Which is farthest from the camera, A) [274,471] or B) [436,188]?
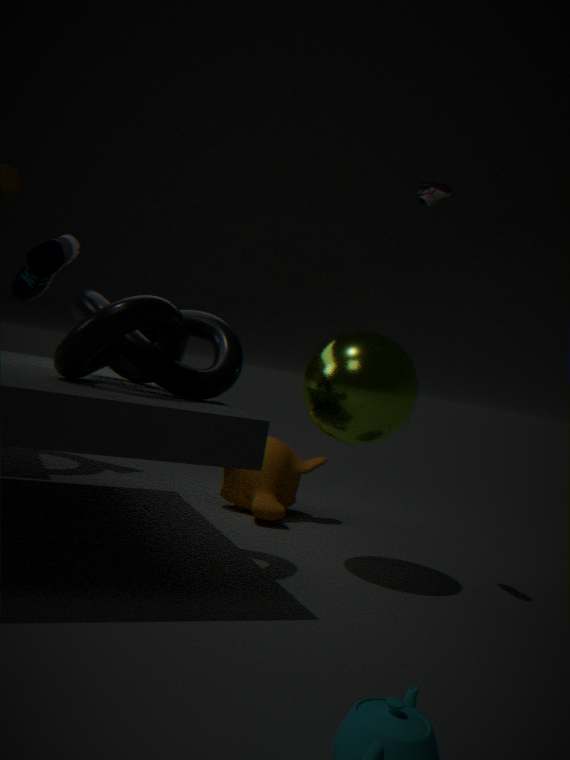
A. [274,471]
